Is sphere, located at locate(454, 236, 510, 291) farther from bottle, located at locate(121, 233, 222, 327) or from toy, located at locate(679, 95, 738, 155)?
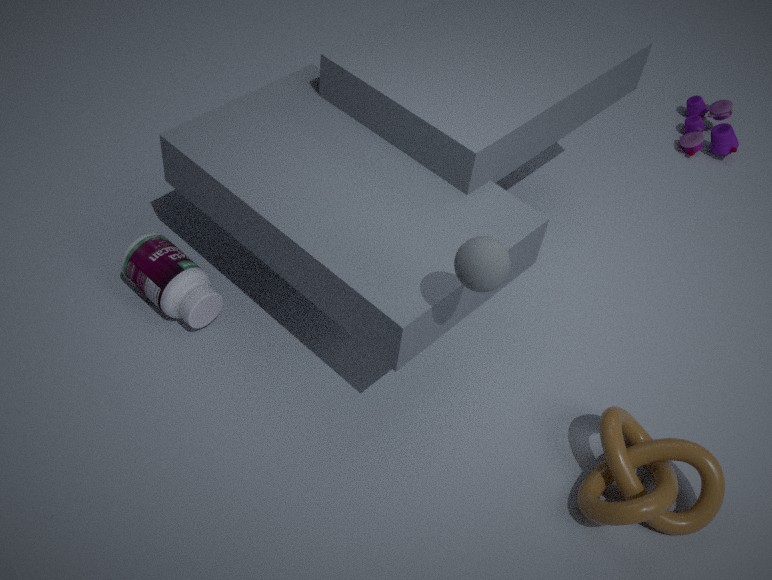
toy, located at locate(679, 95, 738, 155)
